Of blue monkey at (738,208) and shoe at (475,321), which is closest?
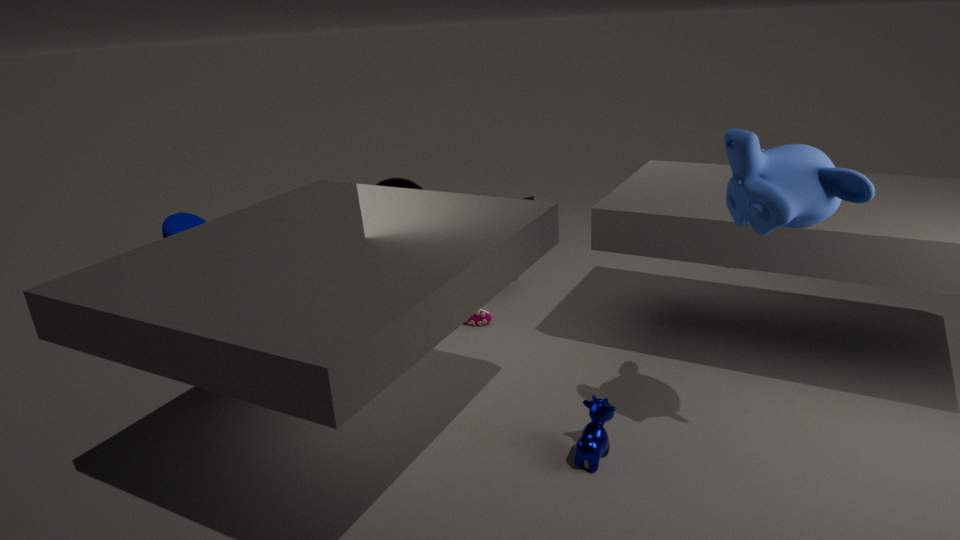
blue monkey at (738,208)
